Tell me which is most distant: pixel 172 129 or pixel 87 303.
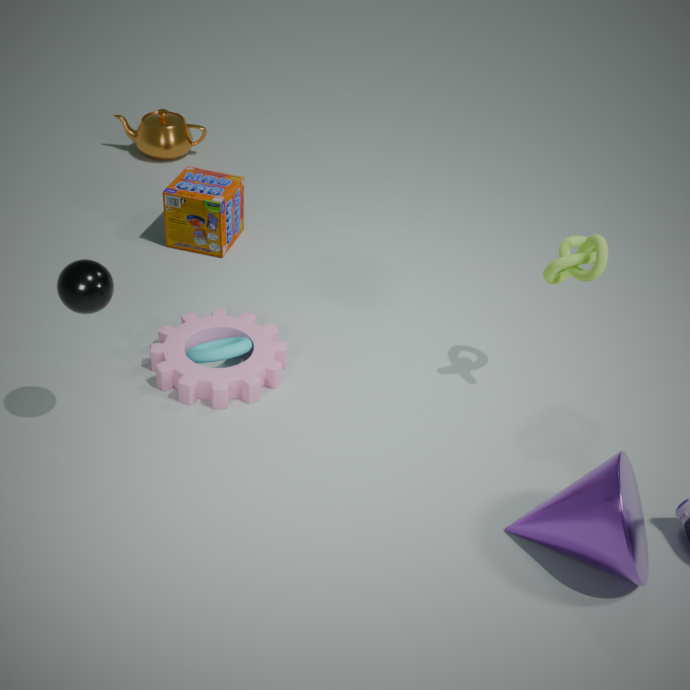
pixel 172 129
